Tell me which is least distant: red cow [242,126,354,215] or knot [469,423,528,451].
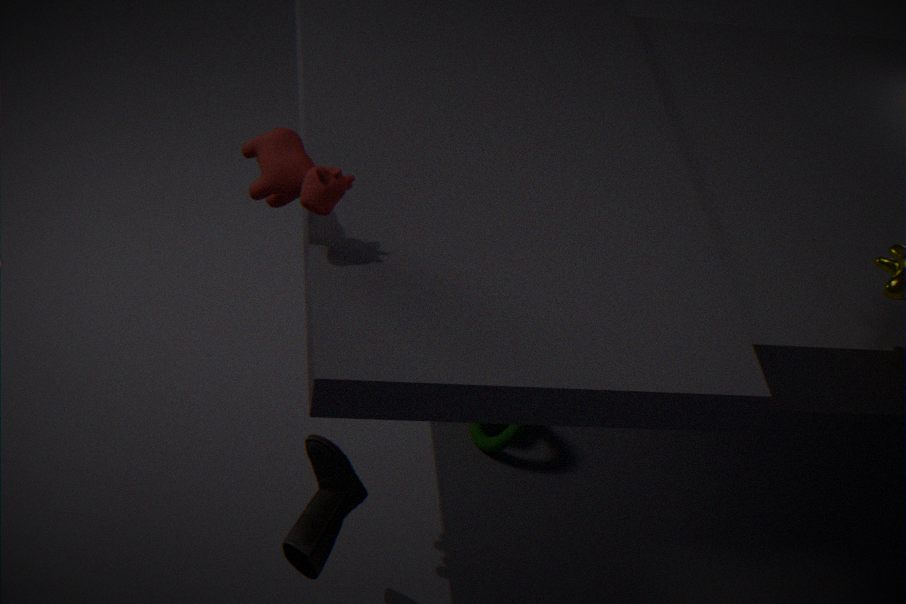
red cow [242,126,354,215]
